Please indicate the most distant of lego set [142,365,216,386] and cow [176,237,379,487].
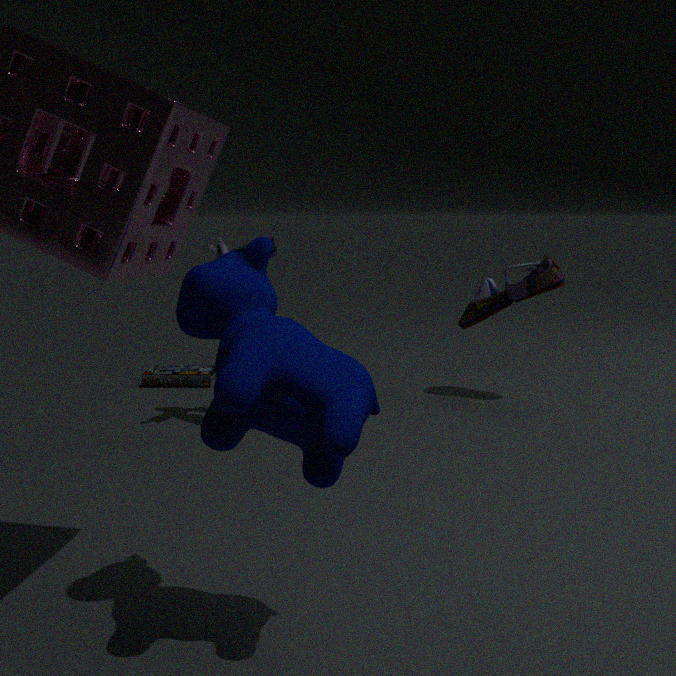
lego set [142,365,216,386]
